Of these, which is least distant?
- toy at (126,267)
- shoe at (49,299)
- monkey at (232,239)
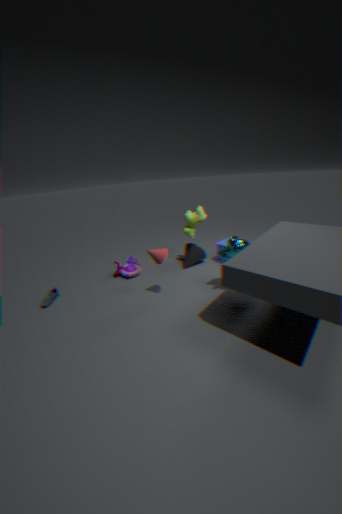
monkey at (232,239)
